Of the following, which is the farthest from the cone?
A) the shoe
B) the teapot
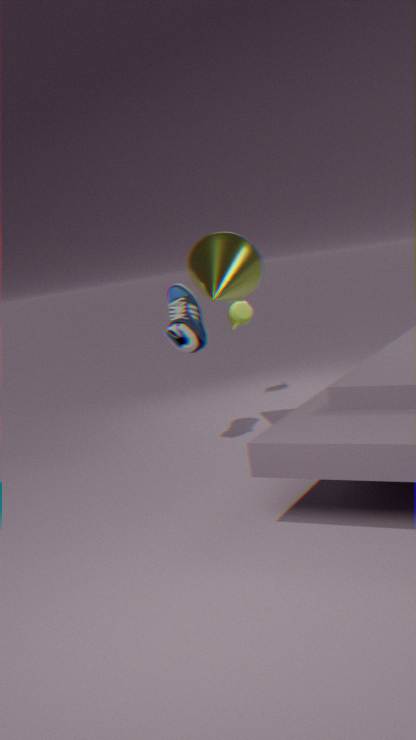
the teapot
